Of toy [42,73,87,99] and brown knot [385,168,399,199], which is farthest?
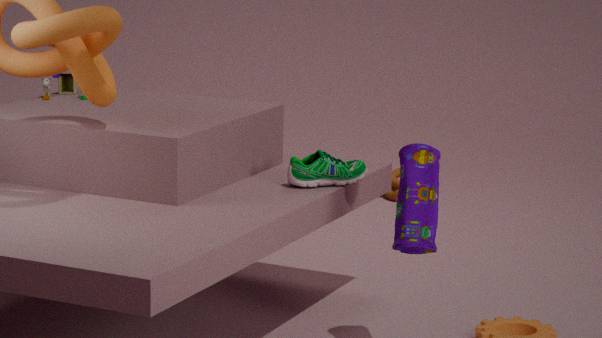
brown knot [385,168,399,199]
